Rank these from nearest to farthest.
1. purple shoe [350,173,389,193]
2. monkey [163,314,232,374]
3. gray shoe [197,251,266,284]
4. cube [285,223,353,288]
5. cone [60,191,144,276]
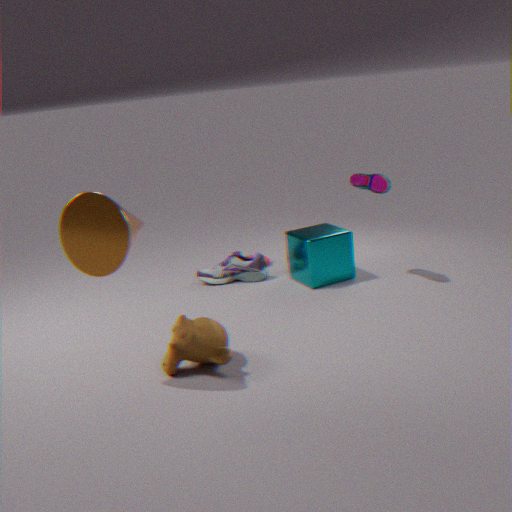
1. cone [60,191,144,276]
2. monkey [163,314,232,374]
3. purple shoe [350,173,389,193]
4. cube [285,223,353,288]
5. gray shoe [197,251,266,284]
